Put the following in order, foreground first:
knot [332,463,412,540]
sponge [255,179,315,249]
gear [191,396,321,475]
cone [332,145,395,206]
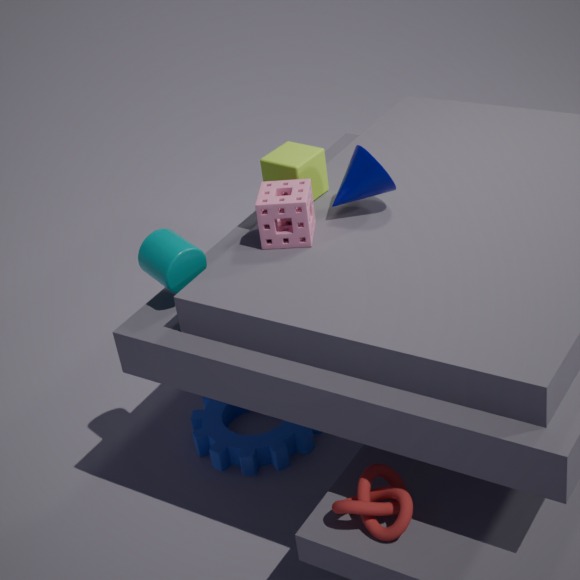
1. knot [332,463,412,540]
2. sponge [255,179,315,249]
3. cone [332,145,395,206]
4. gear [191,396,321,475]
